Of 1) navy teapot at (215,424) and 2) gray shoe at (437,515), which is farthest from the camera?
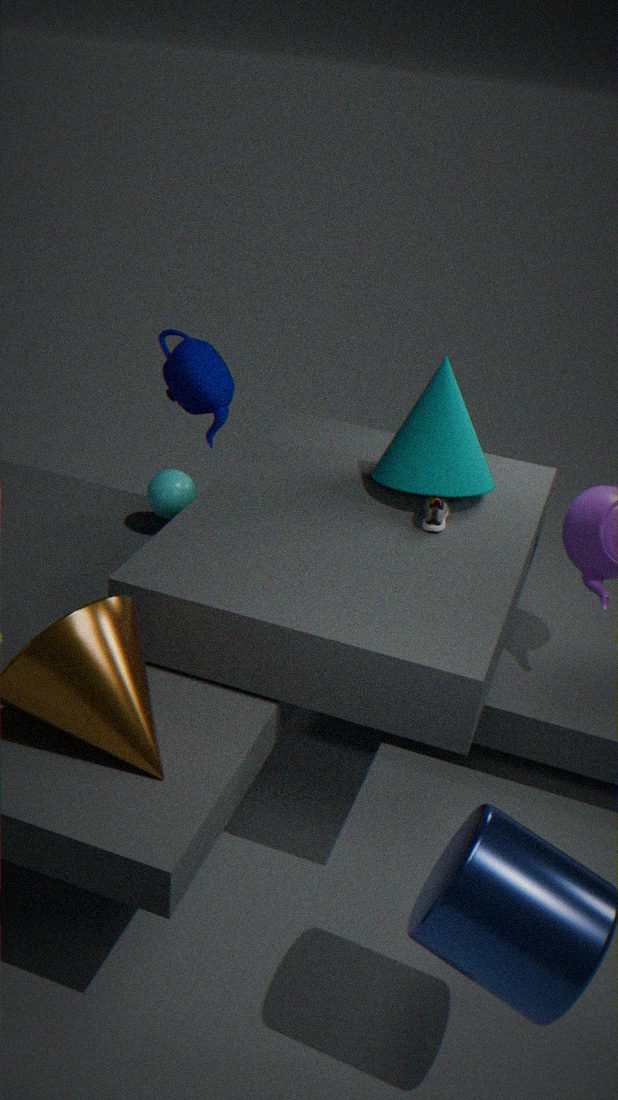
1. navy teapot at (215,424)
